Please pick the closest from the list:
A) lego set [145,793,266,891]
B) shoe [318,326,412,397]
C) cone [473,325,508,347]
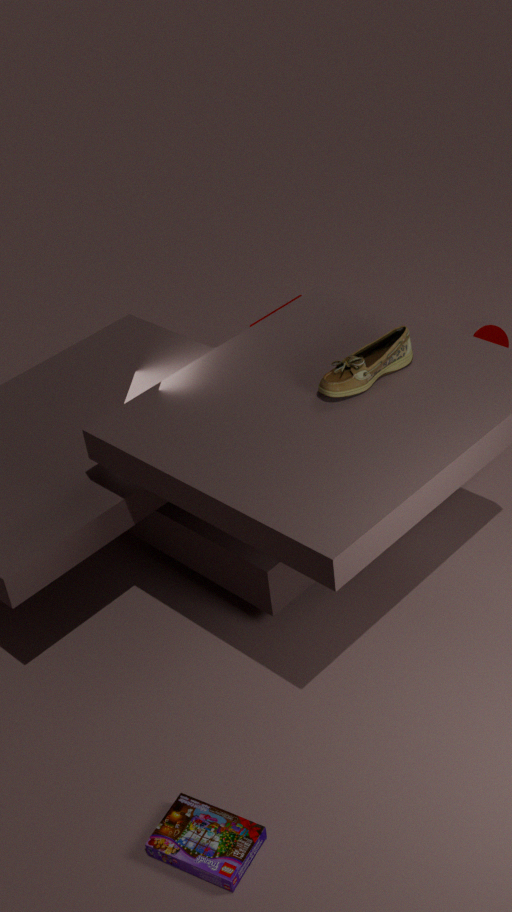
lego set [145,793,266,891]
